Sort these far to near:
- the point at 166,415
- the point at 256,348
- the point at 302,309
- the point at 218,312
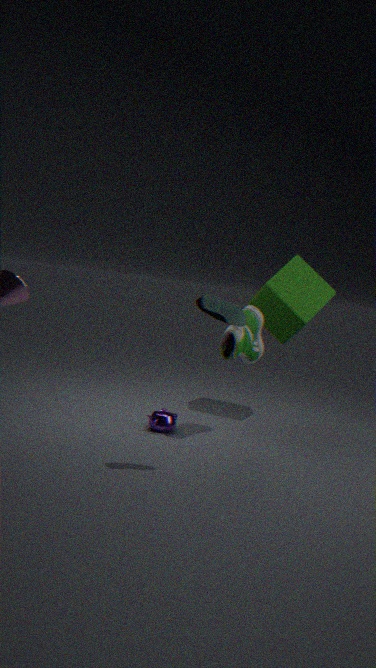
the point at 302,309 < the point at 166,415 < the point at 256,348 < the point at 218,312
